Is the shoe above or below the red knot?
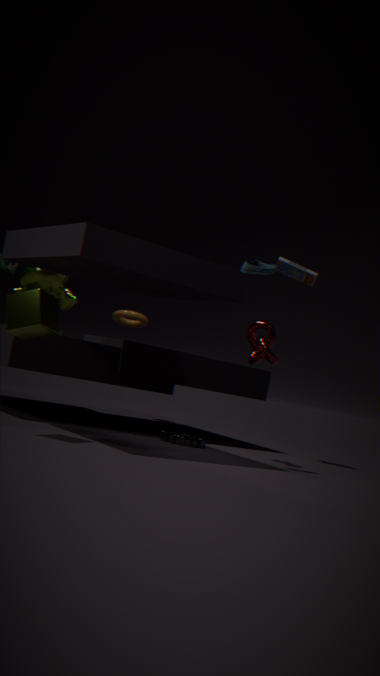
above
